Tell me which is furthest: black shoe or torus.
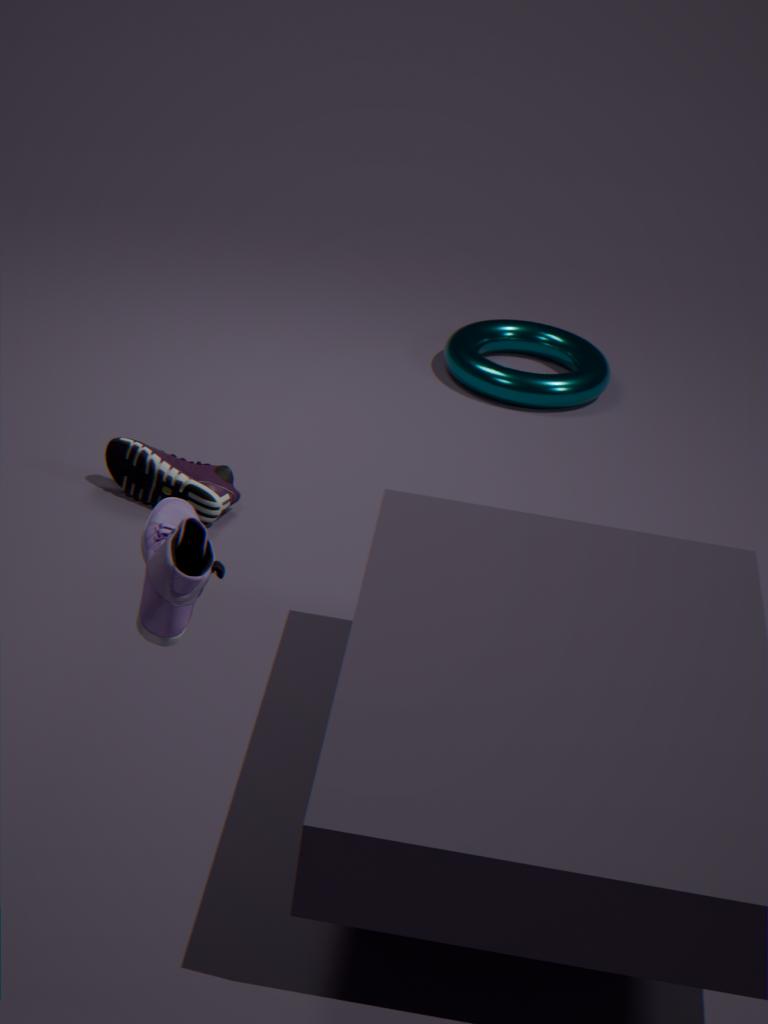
torus
